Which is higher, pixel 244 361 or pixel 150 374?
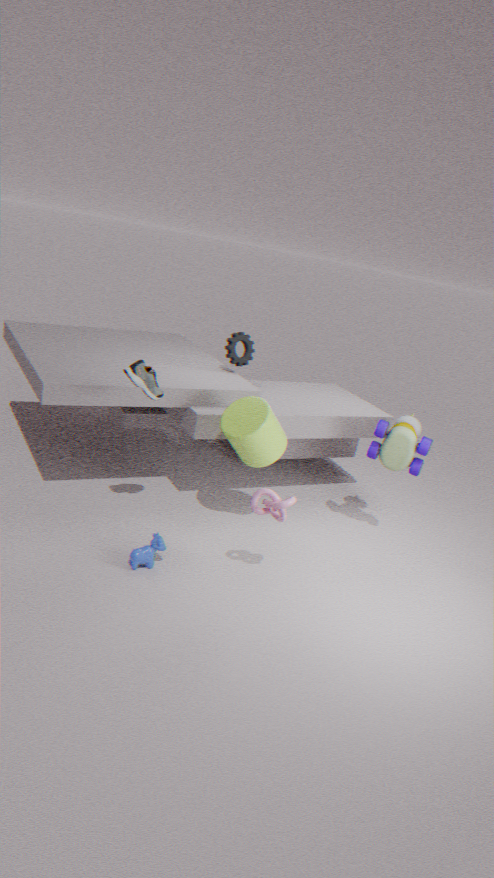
pixel 244 361
